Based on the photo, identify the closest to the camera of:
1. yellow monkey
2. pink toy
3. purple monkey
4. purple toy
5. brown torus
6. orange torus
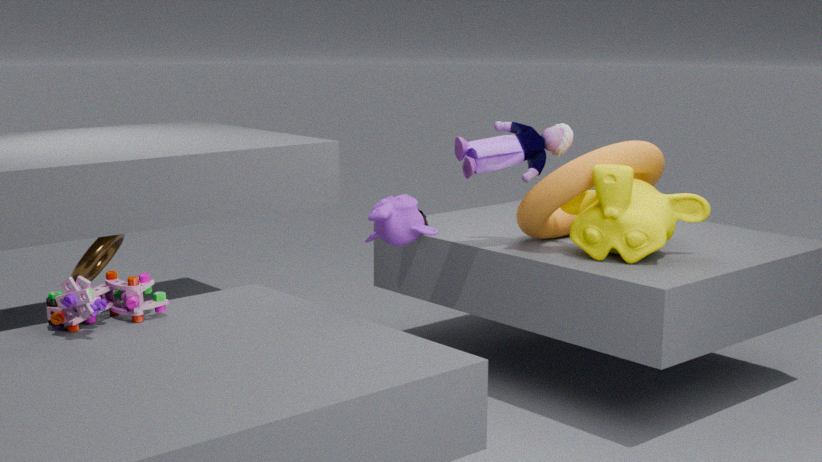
pink toy
